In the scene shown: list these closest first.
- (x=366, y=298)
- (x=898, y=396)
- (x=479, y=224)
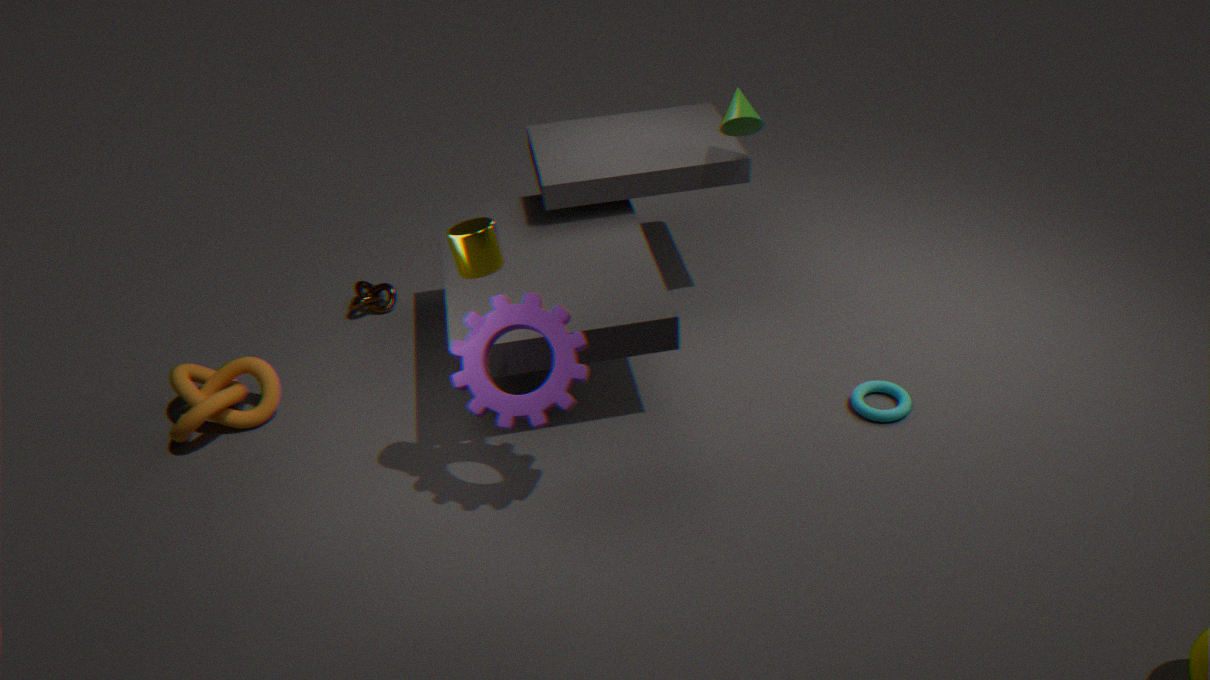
(x=479, y=224) < (x=898, y=396) < (x=366, y=298)
